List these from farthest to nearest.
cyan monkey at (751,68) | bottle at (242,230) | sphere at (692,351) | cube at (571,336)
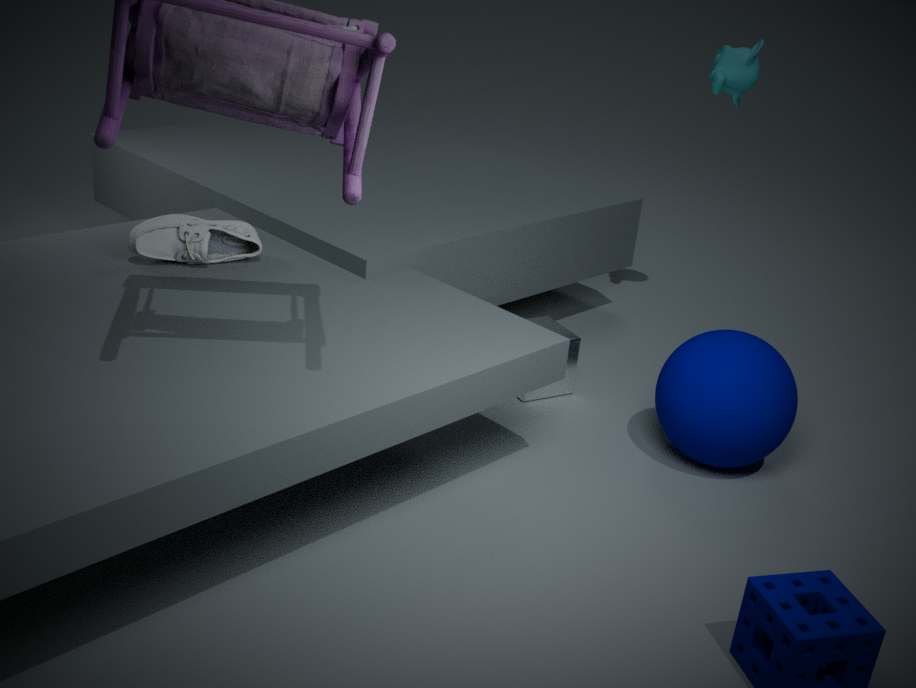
cyan monkey at (751,68) → cube at (571,336) → bottle at (242,230) → sphere at (692,351)
